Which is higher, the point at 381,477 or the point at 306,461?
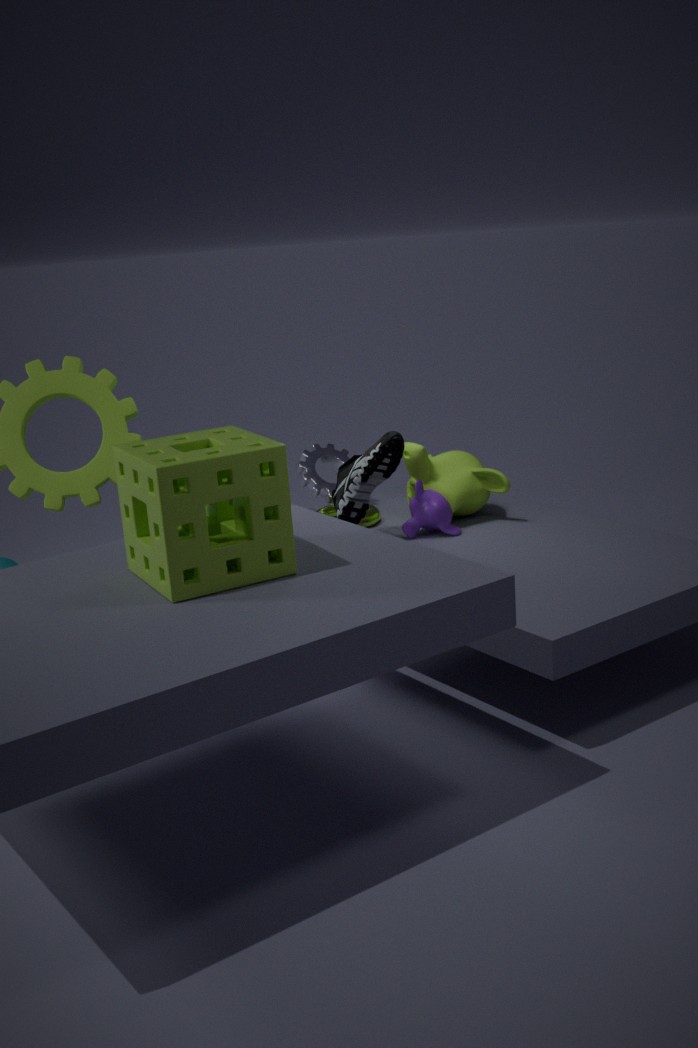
the point at 381,477
